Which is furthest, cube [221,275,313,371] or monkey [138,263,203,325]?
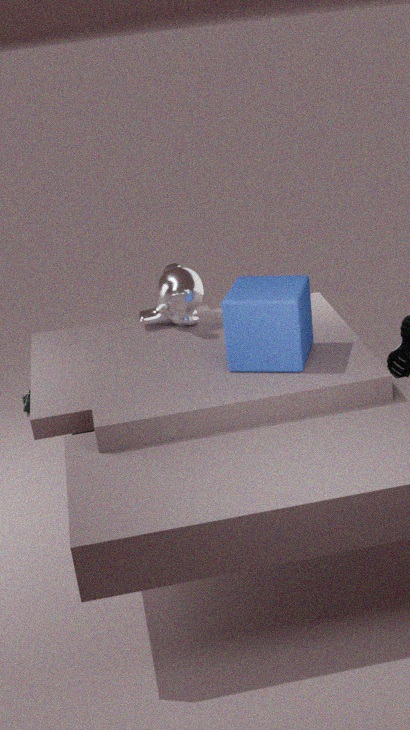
monkey [138,263,203,325]
